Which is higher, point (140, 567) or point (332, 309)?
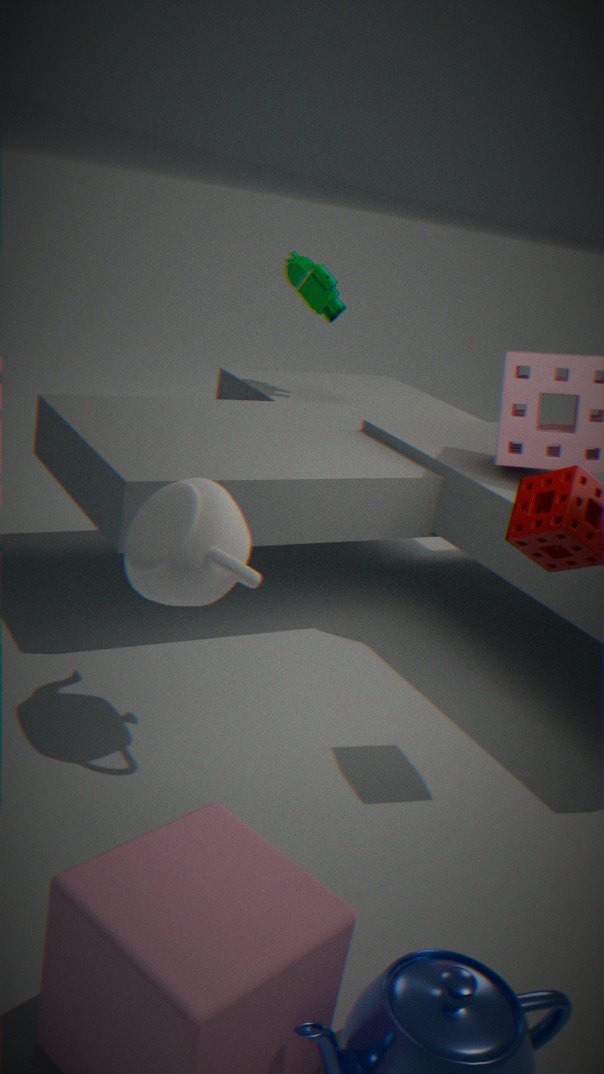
point (332, 309)
